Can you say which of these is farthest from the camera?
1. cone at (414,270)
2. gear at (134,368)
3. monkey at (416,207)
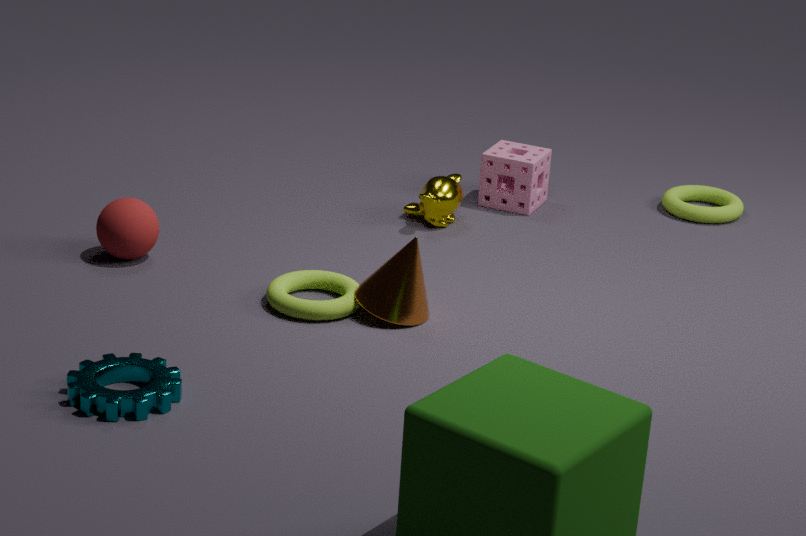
monkey at (416,207)
